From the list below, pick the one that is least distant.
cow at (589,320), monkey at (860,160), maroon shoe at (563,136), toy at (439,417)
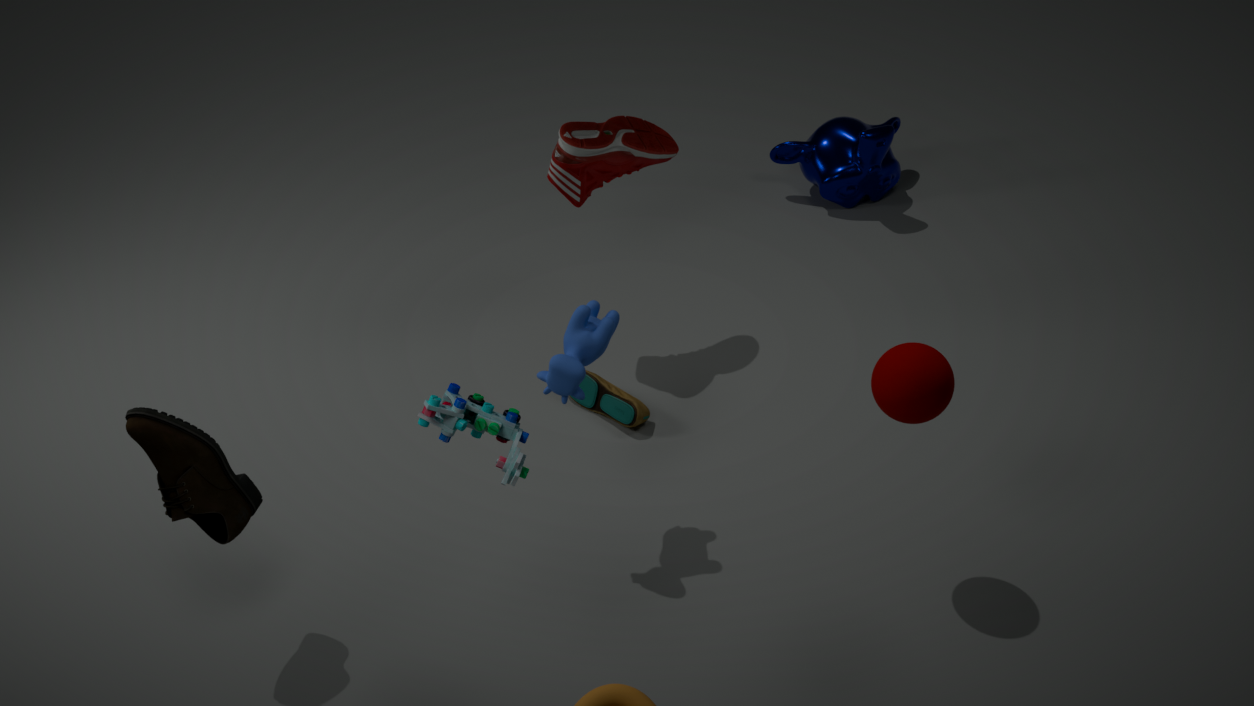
toy at (439,417)
